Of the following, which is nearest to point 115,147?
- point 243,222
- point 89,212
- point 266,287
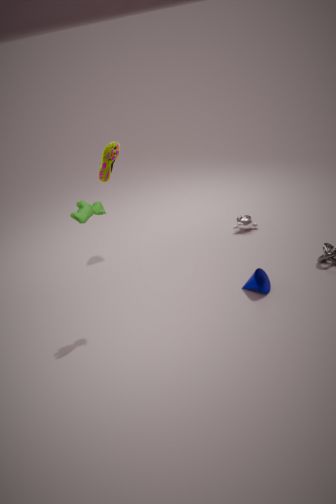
point 89,212
